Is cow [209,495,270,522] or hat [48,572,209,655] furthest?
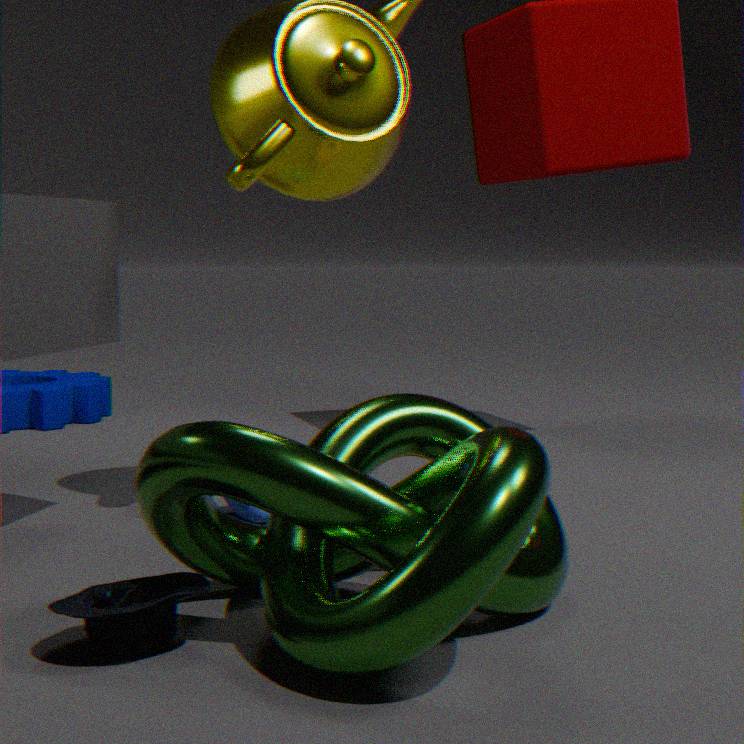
cow [209,495,270,522]
